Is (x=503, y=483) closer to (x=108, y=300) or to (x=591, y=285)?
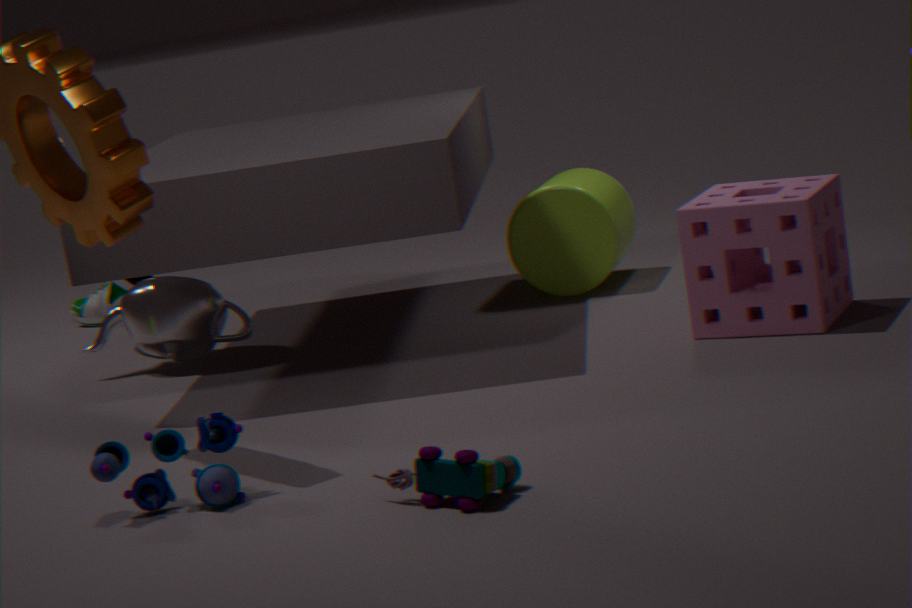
(x=591, y=285)
